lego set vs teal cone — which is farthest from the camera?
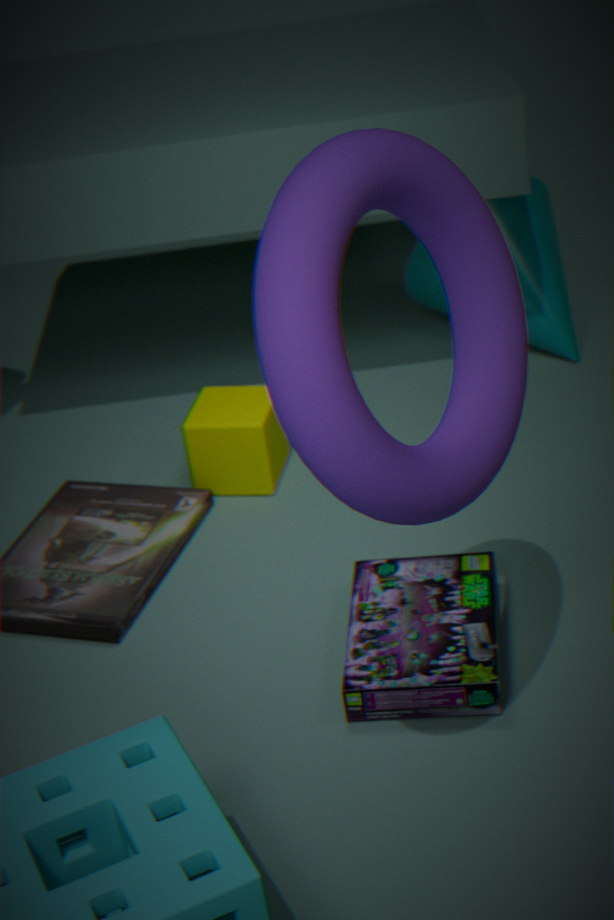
teal cone
